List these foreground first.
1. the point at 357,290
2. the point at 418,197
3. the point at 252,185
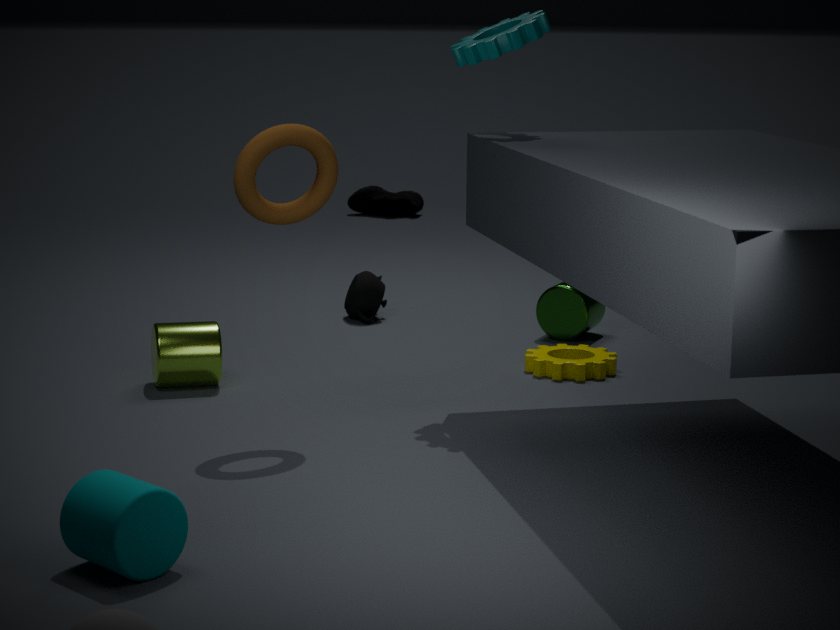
the point at 252,185, the point at 357,290, the point at 418,197
